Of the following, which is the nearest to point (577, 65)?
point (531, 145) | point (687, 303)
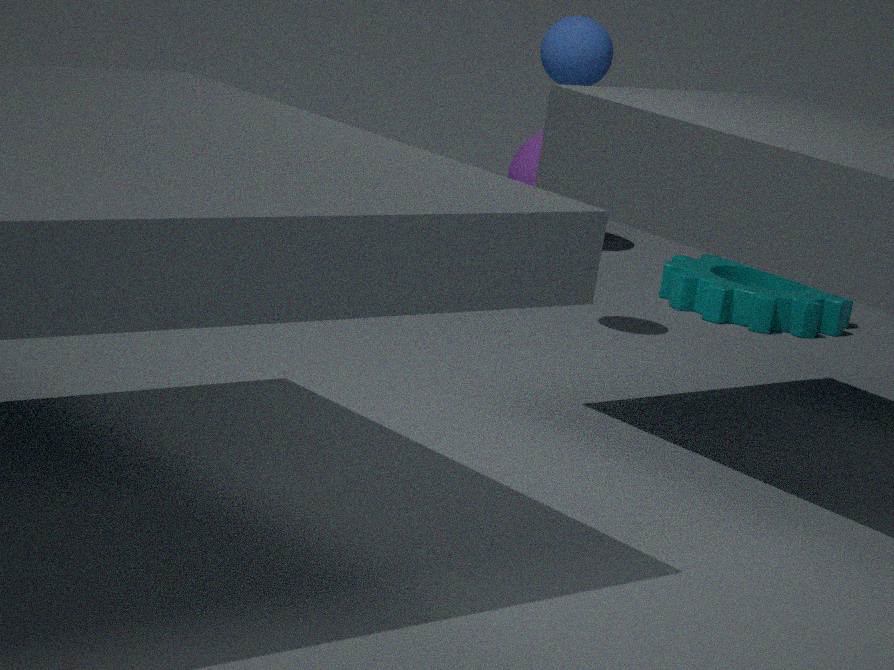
point (687, 303)
